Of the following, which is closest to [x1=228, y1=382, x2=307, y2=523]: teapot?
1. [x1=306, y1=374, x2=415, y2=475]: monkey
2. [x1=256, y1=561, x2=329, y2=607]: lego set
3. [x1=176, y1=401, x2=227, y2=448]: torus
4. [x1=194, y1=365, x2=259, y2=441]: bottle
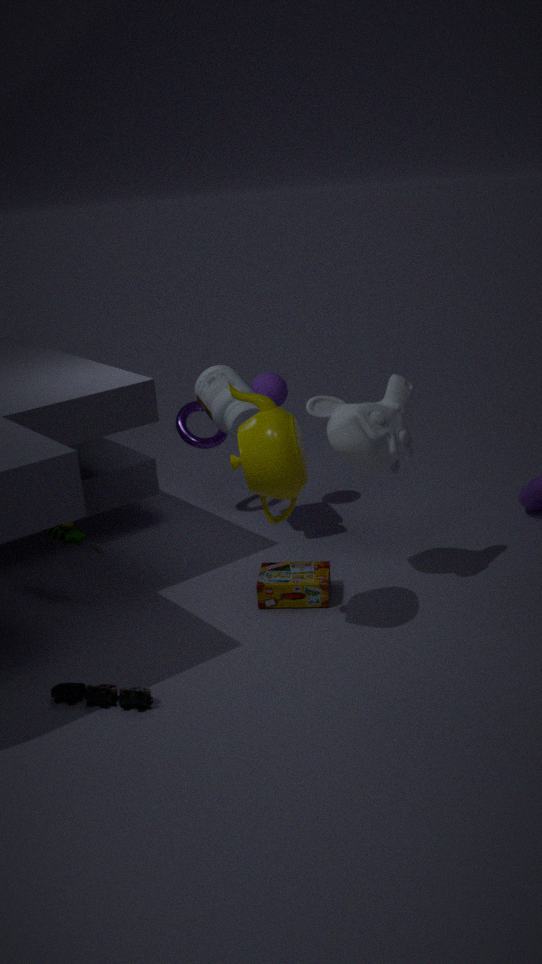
[x1=306, y1=374, x2=415, y2=475]: monkey
